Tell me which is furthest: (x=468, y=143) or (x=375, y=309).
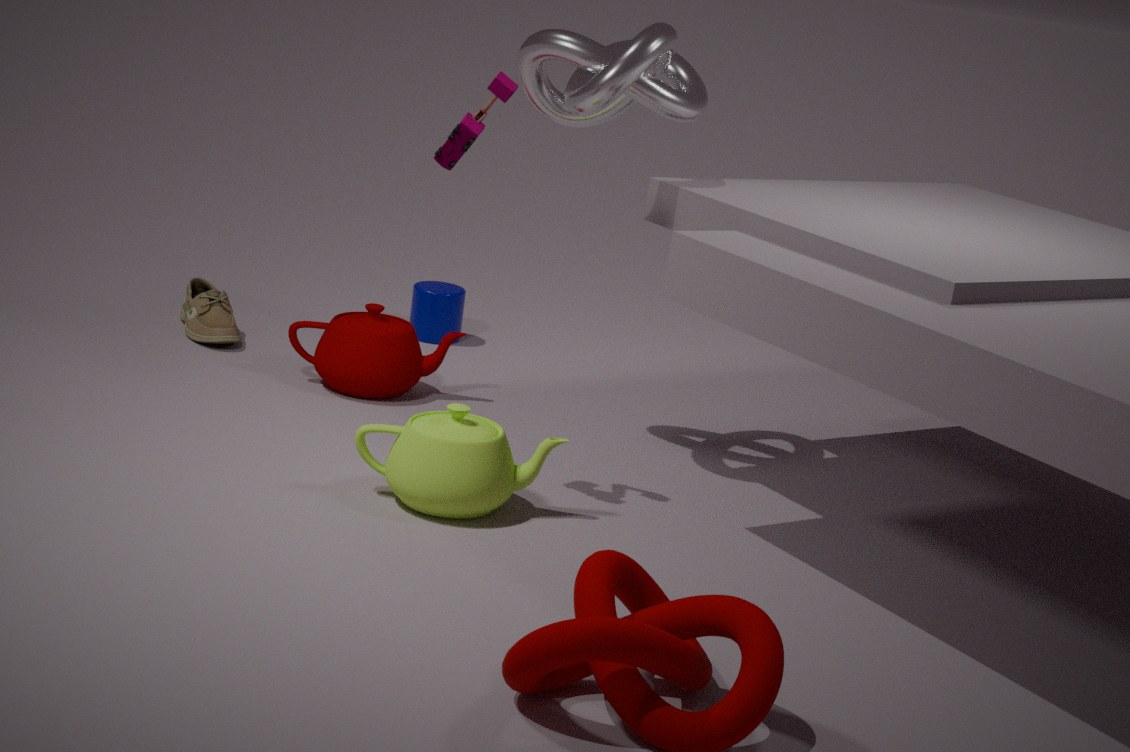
(x=375, y=309)
